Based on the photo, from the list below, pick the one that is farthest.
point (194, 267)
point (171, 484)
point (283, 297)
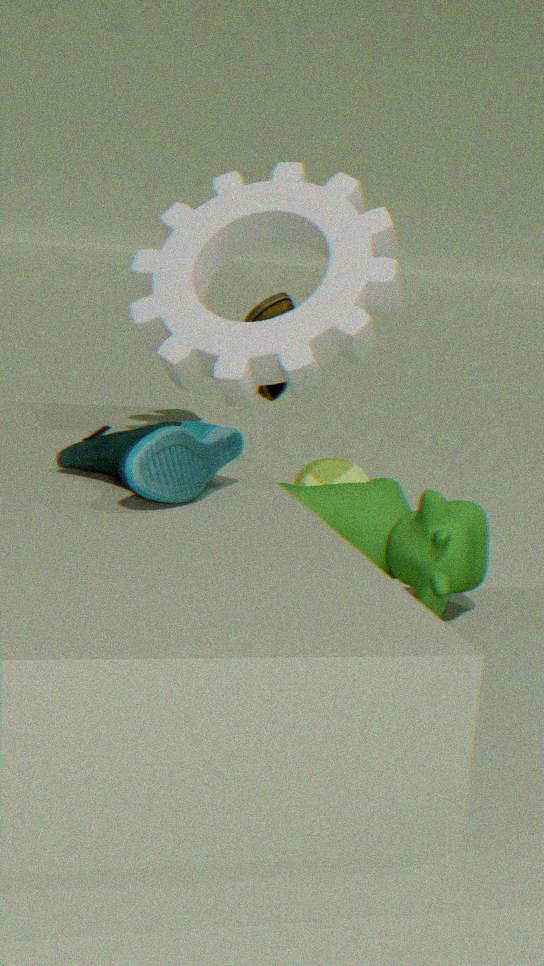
point (283, 297)
